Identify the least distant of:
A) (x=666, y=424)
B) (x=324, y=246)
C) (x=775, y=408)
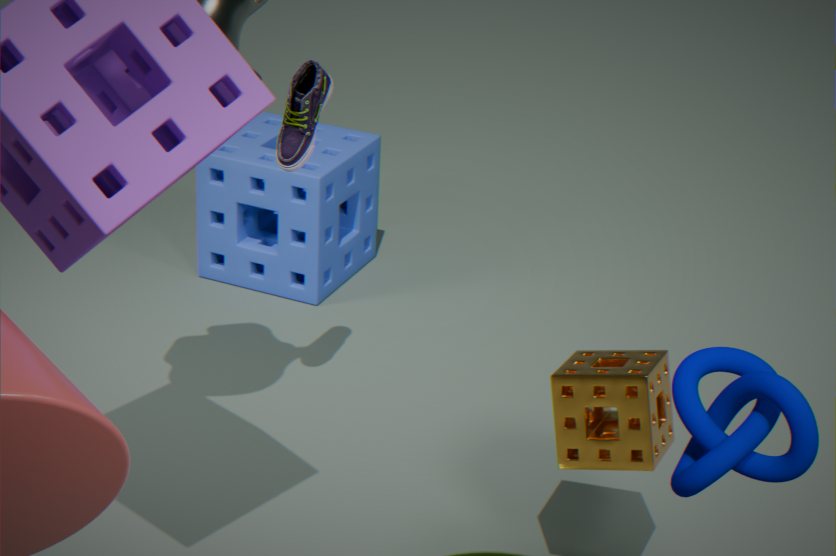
(x=775, y=408)
